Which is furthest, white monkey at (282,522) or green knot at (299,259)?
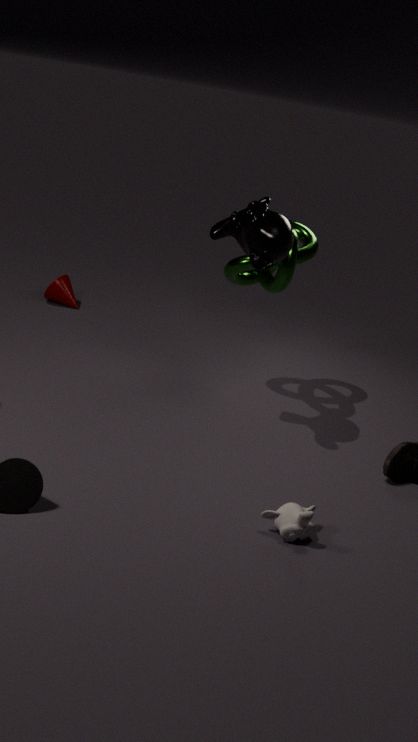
green knot at (299,259)
